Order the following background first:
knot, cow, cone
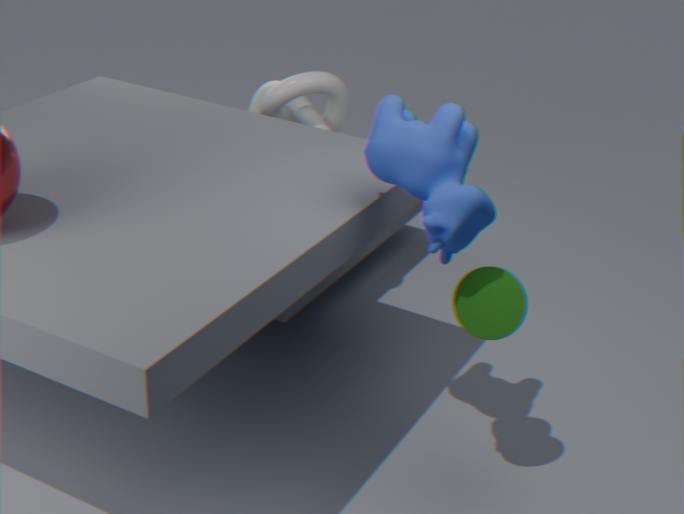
knot < cone < cow
